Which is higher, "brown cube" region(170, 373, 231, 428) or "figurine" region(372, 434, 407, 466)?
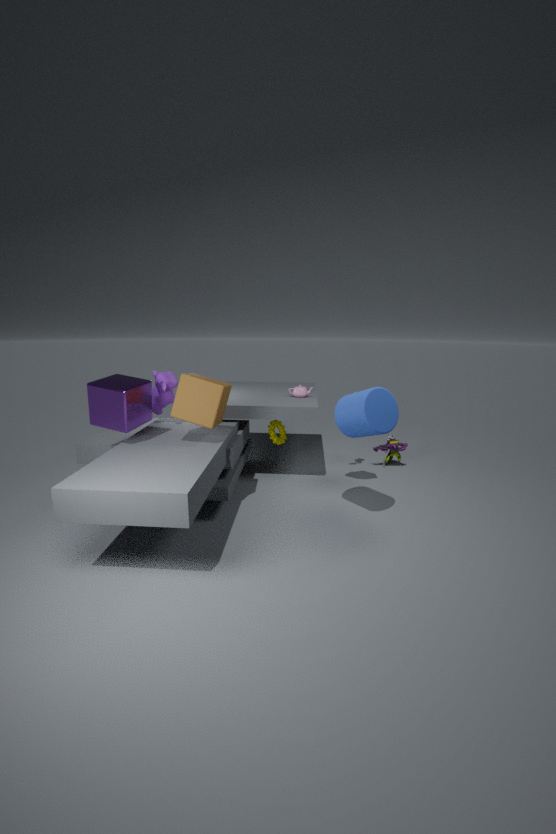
"brown cube" region(170, 373, 231, 428)
